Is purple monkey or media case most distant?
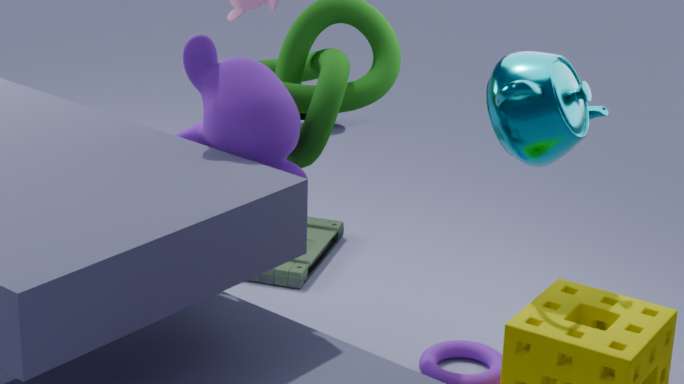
media case
